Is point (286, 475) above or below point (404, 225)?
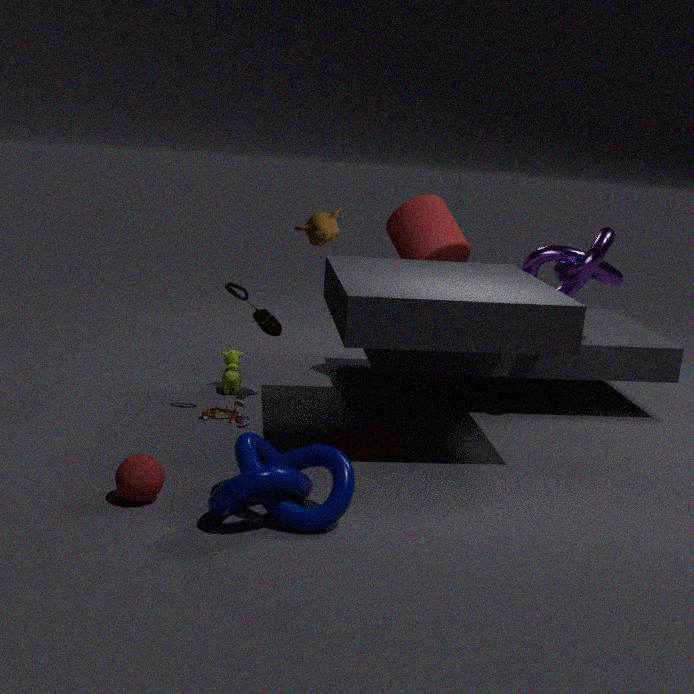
below
